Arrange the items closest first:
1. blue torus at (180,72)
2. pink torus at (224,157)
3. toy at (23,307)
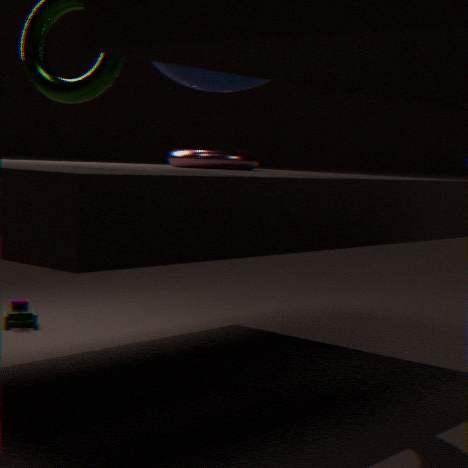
blue torus at (180,72) → pink torus at (224,157) → toy at (23,307)
